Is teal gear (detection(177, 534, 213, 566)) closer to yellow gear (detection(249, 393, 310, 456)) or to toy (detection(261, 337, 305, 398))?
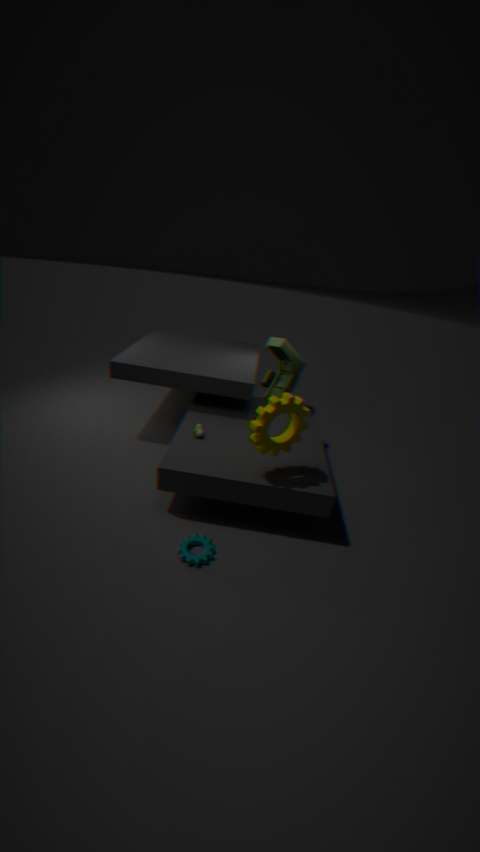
yellow gear (detection(249, 393, 310, 456))
